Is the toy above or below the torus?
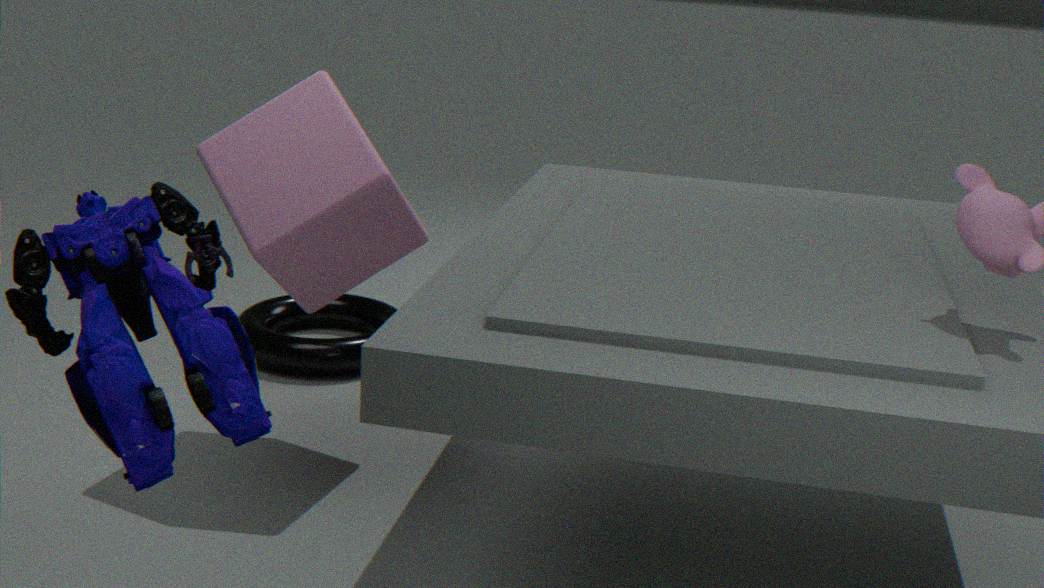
above
